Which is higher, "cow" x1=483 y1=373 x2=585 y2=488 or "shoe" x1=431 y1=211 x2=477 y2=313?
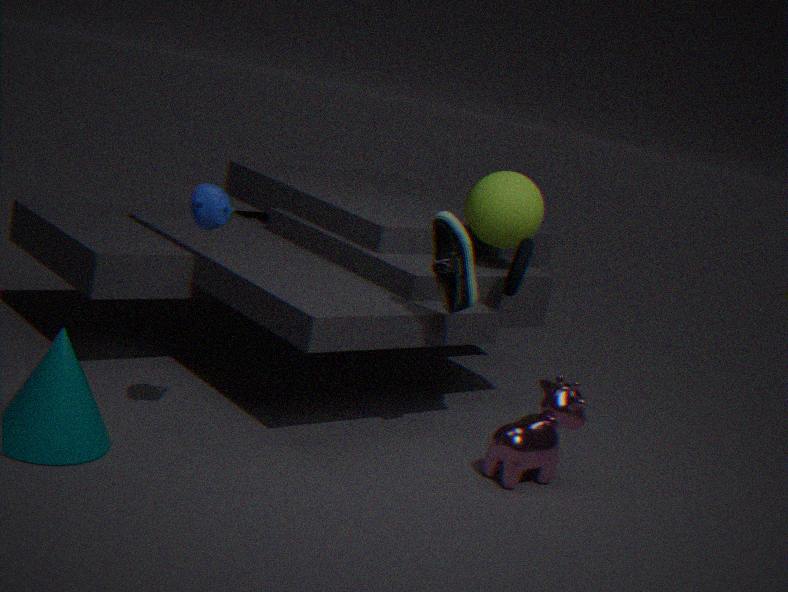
"shoe" x1=431 y1=211 x2=477 y2=313
